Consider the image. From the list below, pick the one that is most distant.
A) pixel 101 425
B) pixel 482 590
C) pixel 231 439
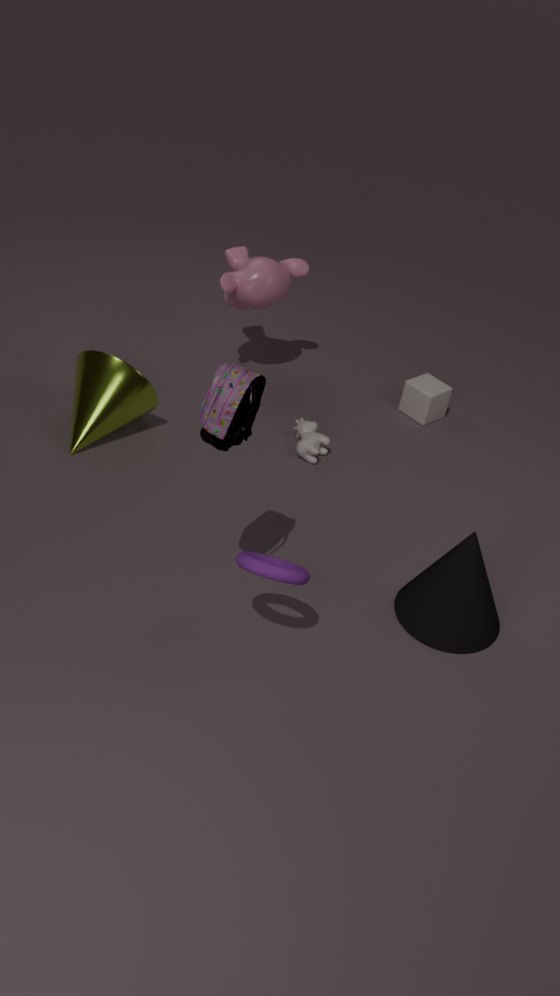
pixel 101 425
